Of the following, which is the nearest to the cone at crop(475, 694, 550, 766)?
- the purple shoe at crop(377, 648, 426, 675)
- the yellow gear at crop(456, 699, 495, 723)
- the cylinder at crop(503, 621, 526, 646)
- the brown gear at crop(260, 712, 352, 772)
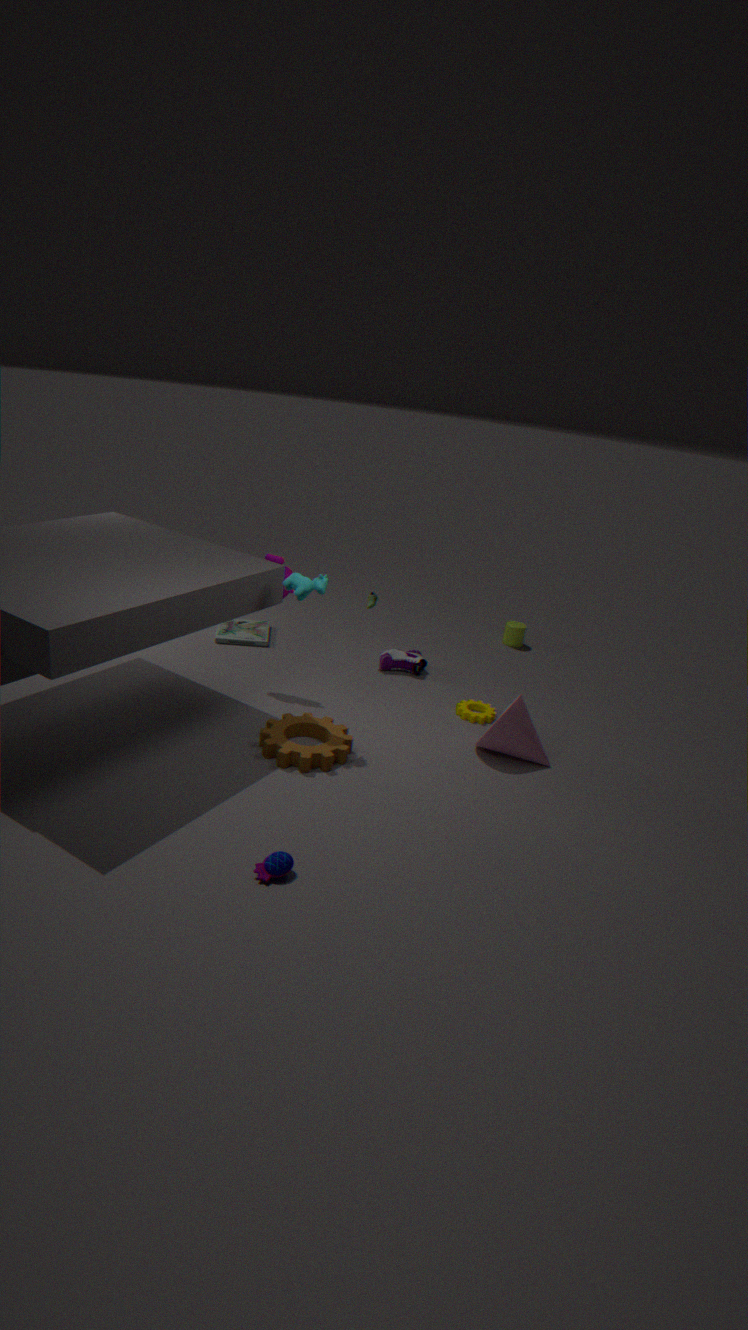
the yellow gear at crop(456, 699, 495, 723)
